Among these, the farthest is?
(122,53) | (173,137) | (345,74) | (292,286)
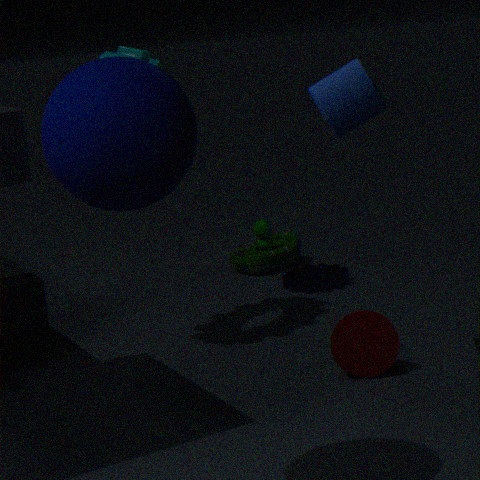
(292,286)
